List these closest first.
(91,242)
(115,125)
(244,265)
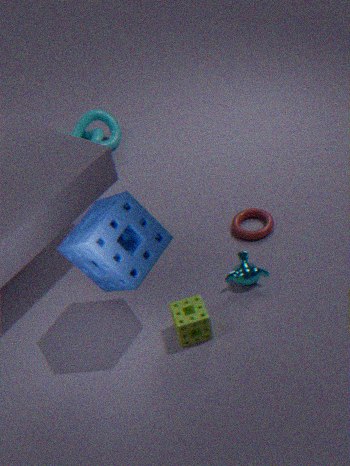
(91,242)
(244,265)
(115,125)
